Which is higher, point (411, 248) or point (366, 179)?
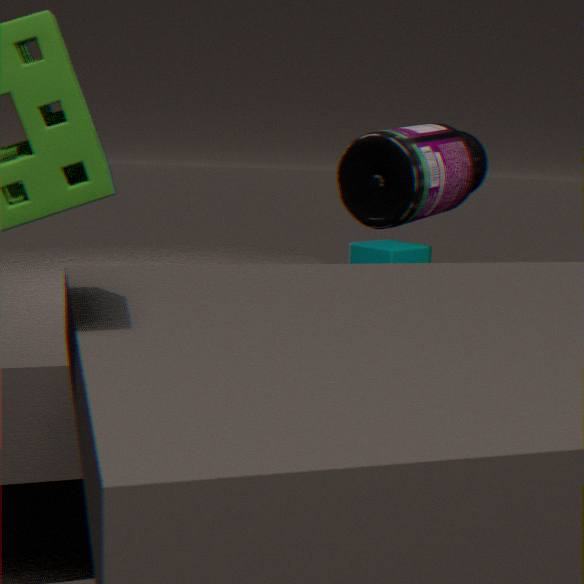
point (366, 179)
